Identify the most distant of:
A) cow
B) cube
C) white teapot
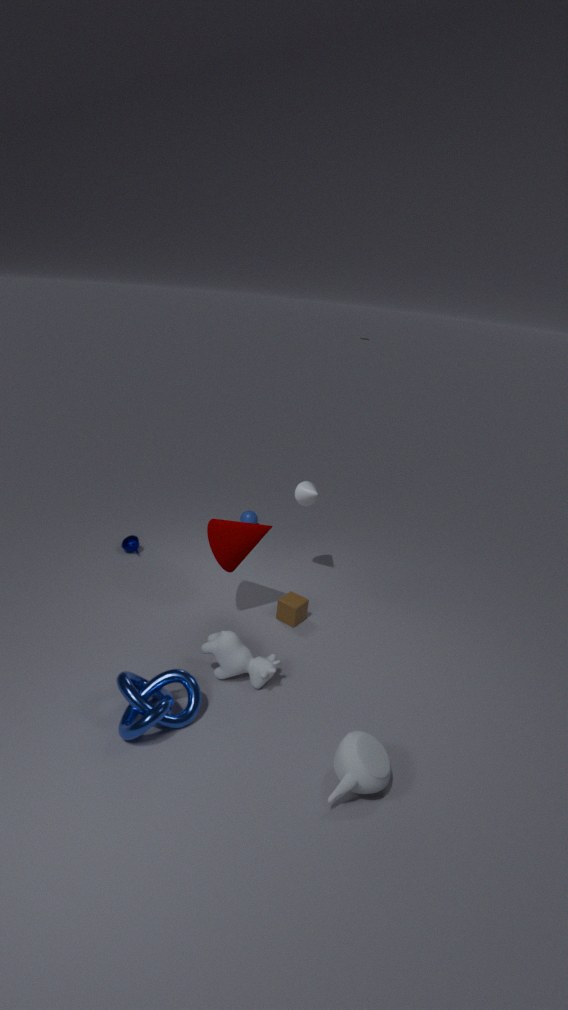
cube
